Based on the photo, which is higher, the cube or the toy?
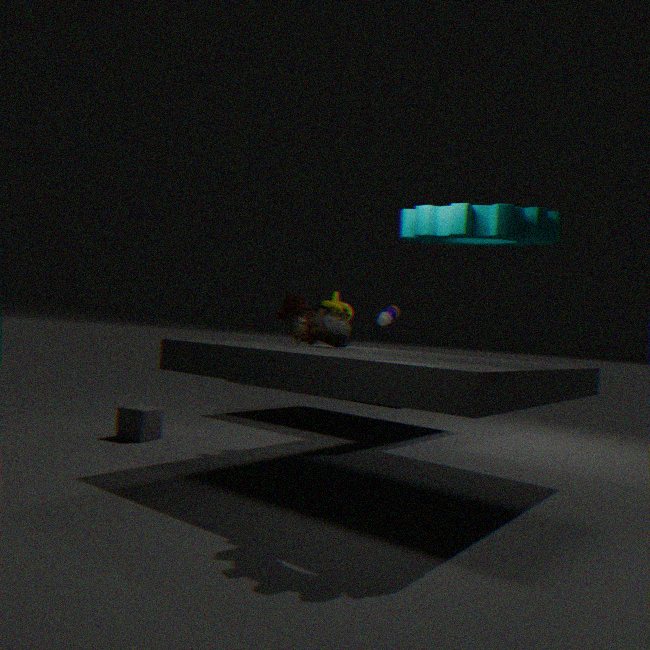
the toy
